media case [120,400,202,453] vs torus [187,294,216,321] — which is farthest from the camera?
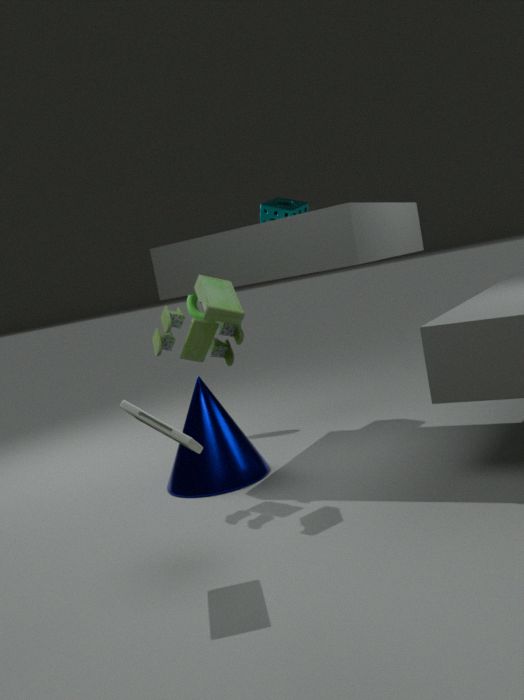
torus [187,294,216,321]
